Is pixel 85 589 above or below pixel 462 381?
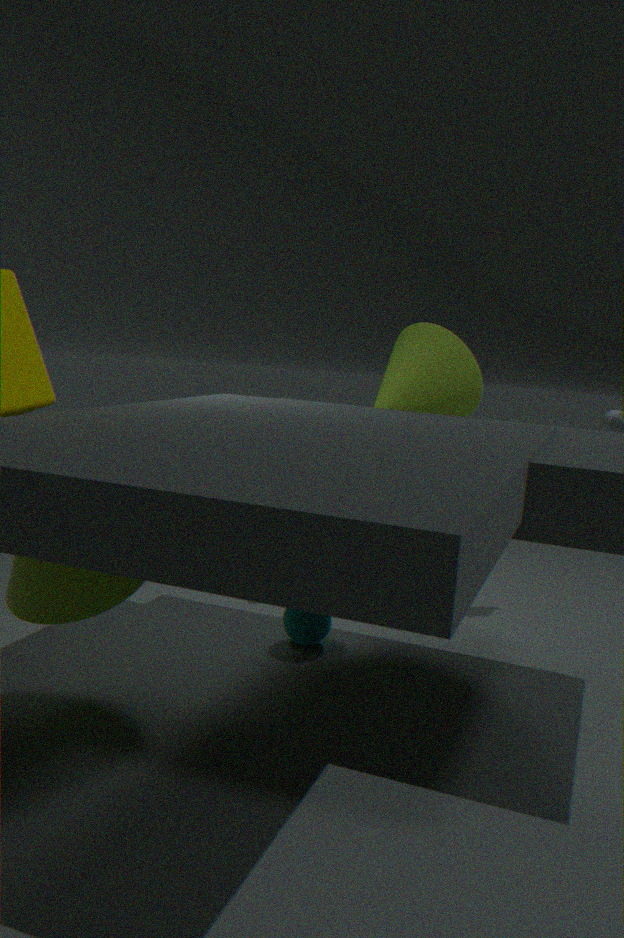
below
